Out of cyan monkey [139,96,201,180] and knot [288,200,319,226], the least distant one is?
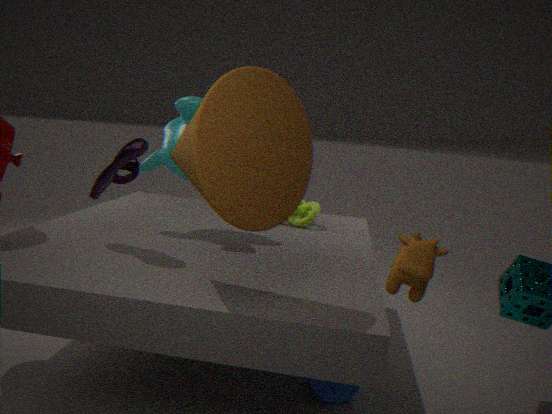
cyan monkey [139,96,201,180]
